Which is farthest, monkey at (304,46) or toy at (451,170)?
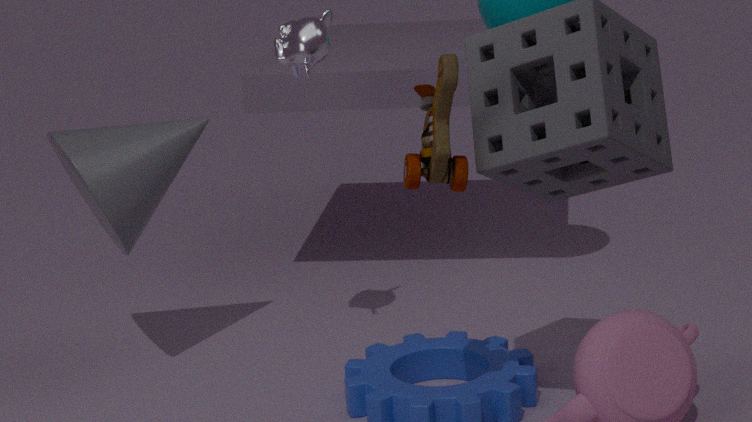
monkey at (304,46)
